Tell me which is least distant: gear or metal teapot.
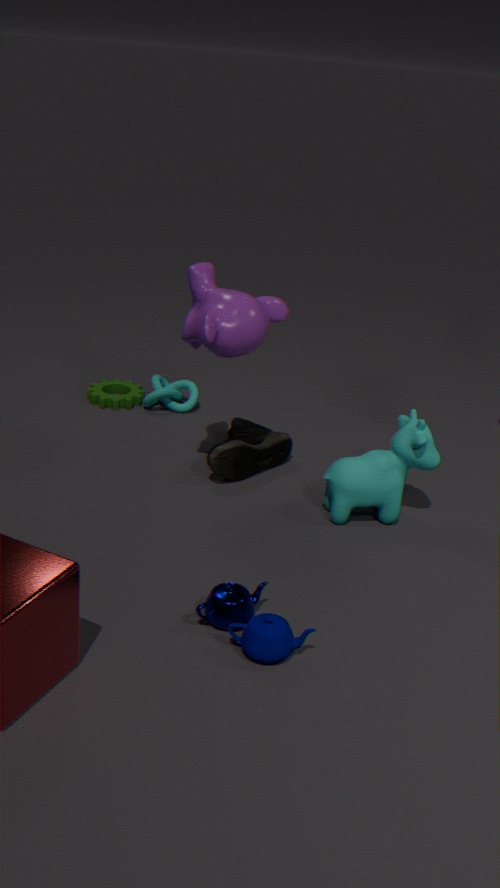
metal teapot
